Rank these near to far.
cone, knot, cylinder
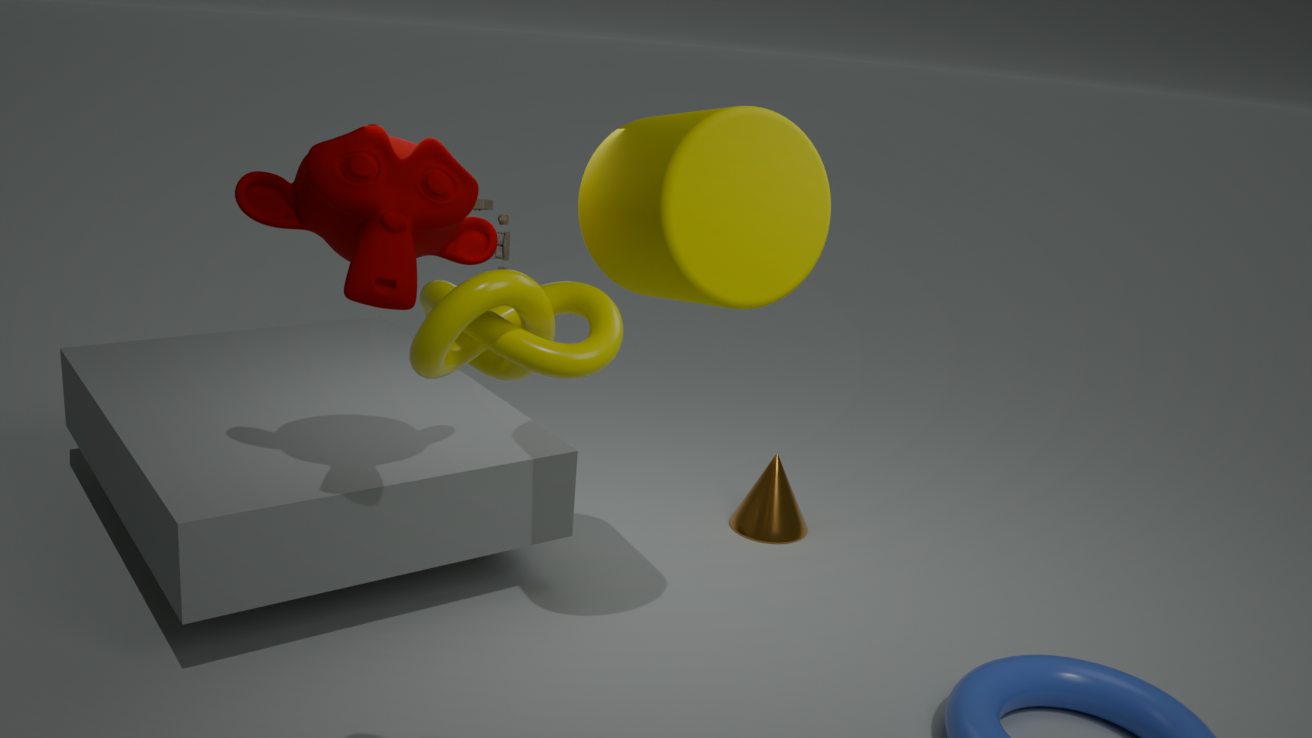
knot → cylinder → cone
